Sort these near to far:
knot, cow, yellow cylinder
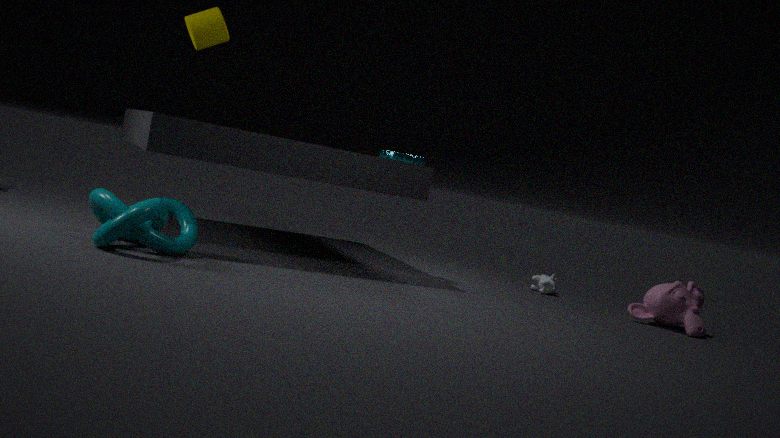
knot < yellow cylinder < cow
